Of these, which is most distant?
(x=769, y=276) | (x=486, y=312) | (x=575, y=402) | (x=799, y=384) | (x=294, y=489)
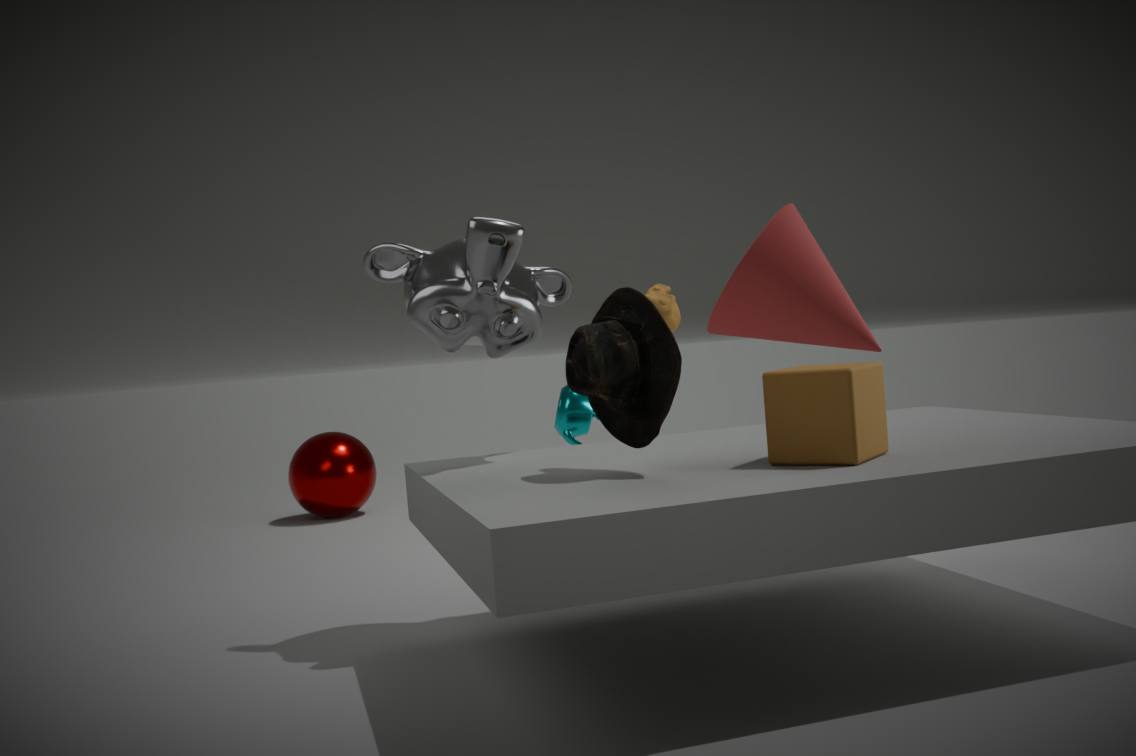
(x=294, y=489)
